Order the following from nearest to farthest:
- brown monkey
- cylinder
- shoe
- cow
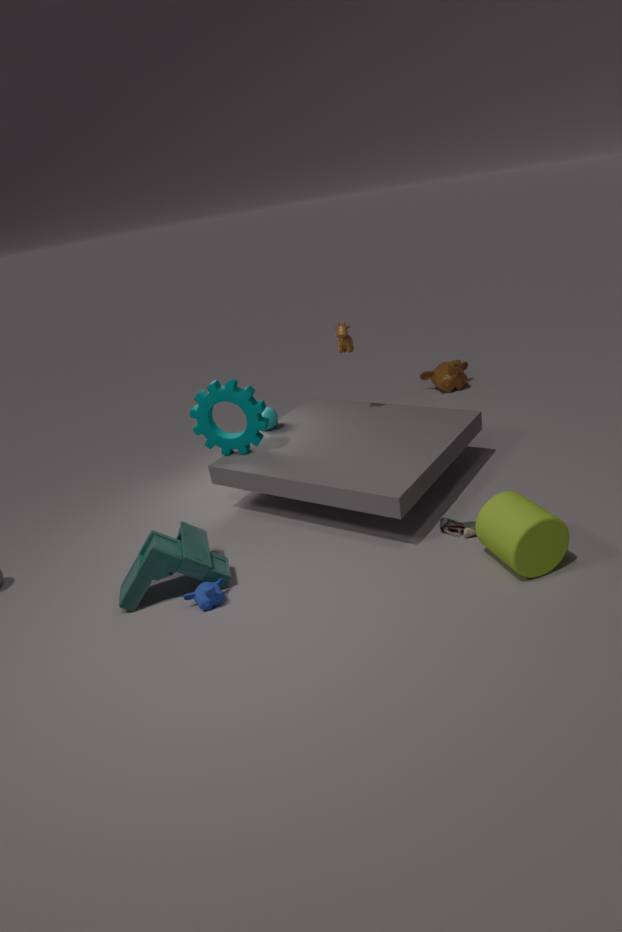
cylinder → shoe → cow → brown monkey
